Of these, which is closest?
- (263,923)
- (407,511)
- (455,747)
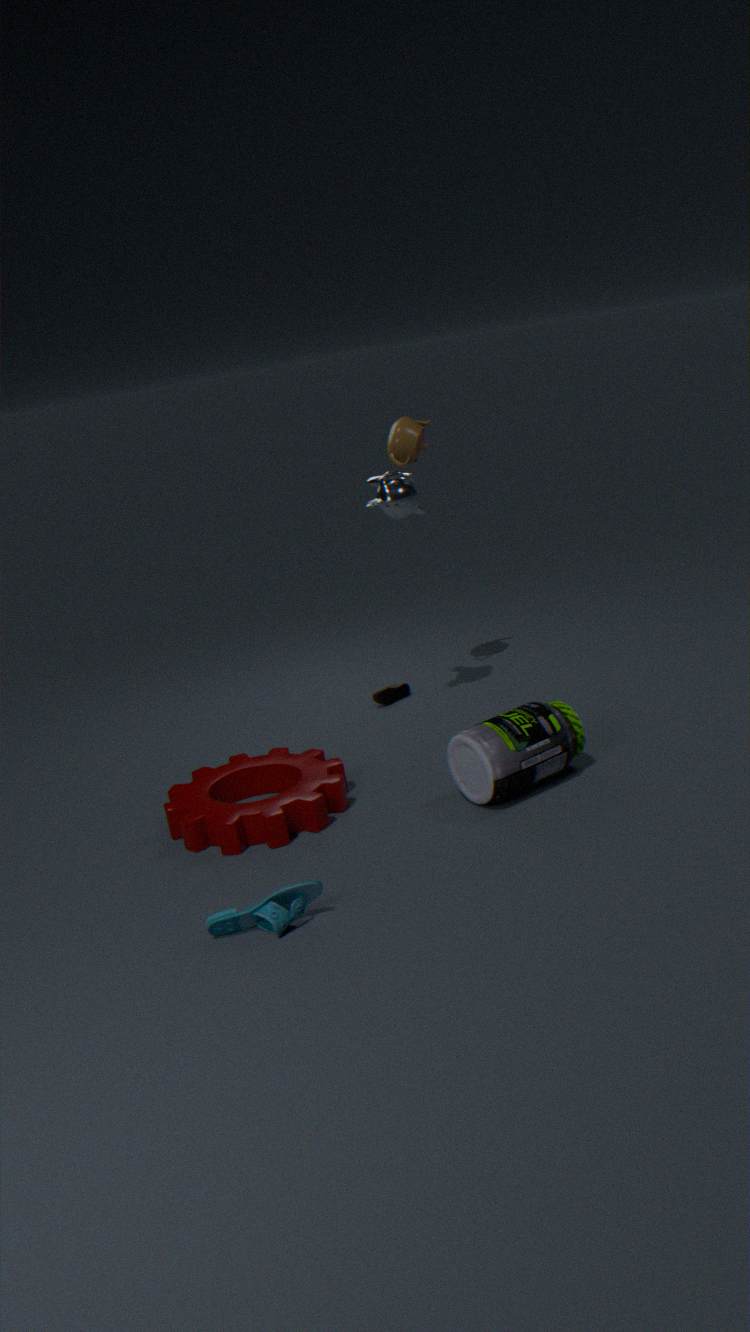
(263,923)
